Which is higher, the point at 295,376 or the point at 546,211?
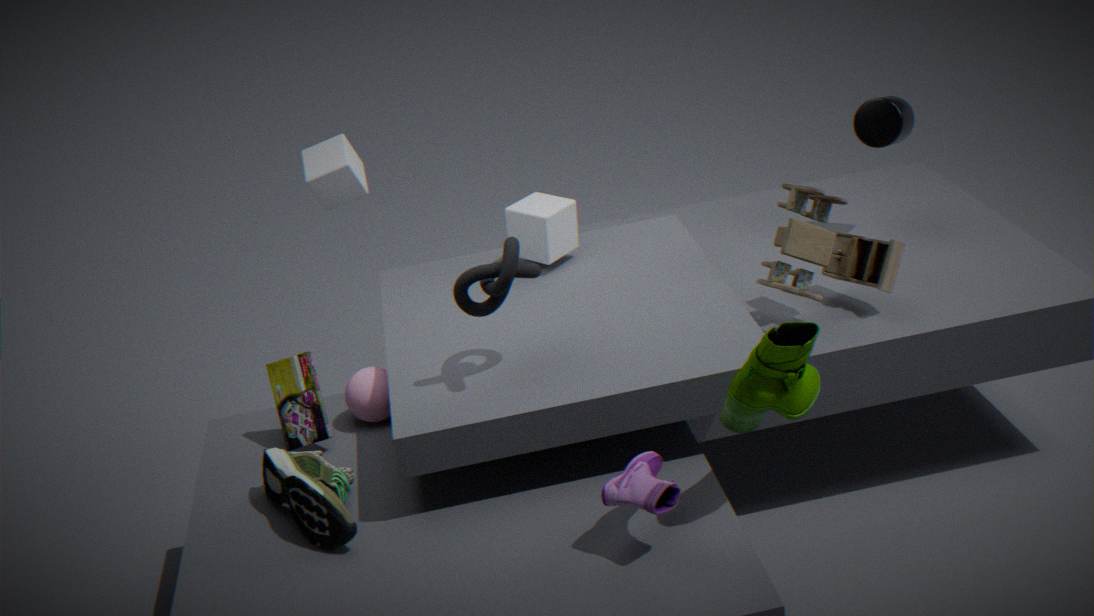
the point at 546,211
